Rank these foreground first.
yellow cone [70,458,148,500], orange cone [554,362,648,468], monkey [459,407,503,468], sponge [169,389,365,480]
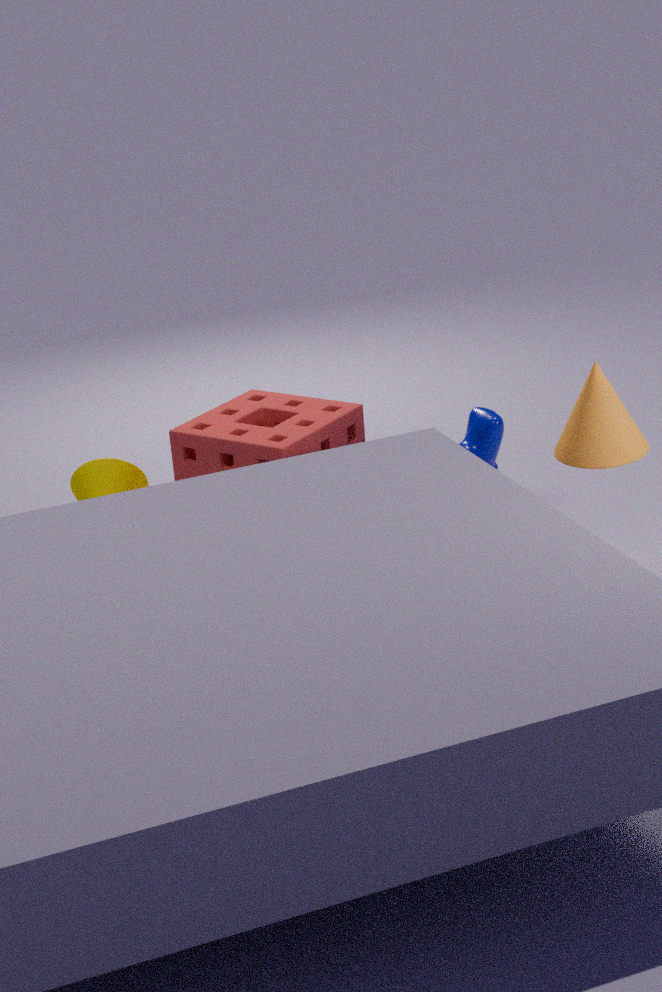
orange cone [554,362,648,468] < sponge [169,389,365,480] < monkey [459,407,503,468] < yellow cone [70,458,148,500]
